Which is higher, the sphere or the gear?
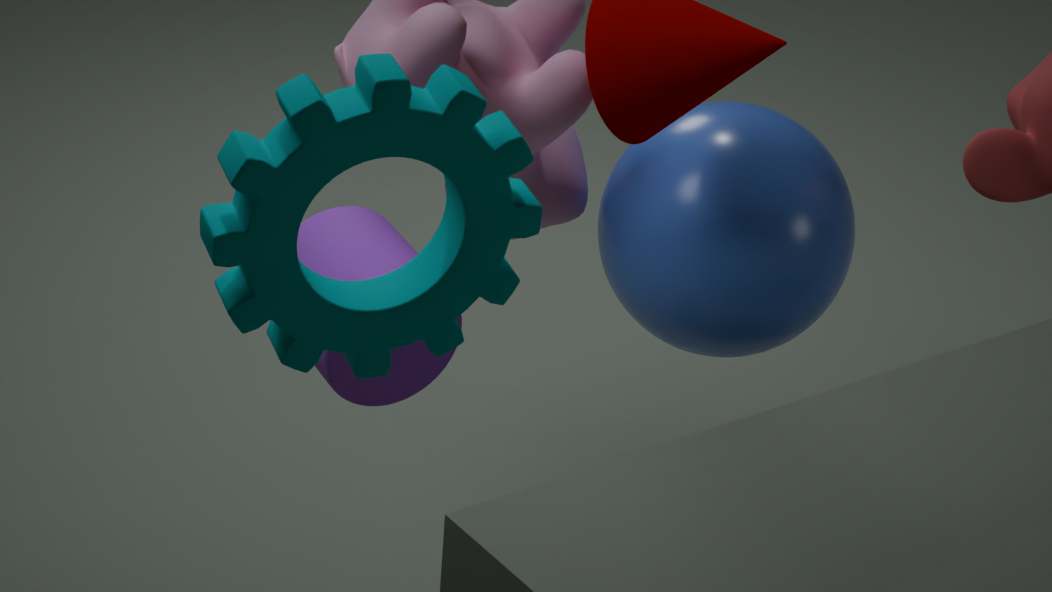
the gear
